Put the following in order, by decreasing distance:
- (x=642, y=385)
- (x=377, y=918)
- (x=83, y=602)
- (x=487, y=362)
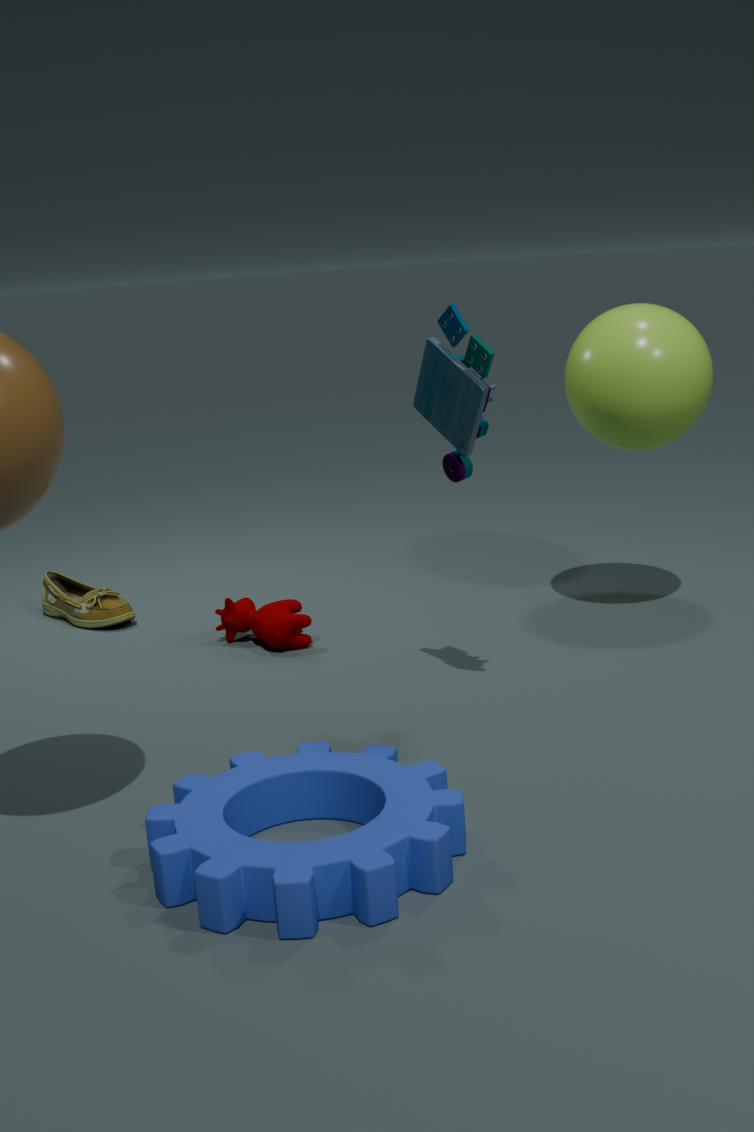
(x=83, y=602)
(x=642, y=385)
(x=487, y=362)
(x=377, y=918)
